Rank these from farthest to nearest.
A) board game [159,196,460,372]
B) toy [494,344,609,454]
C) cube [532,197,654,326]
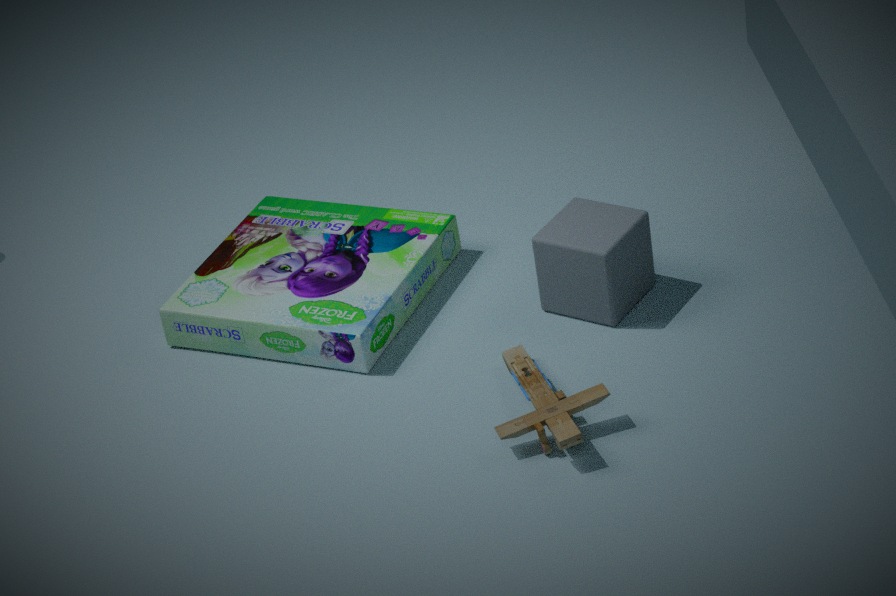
board game [159,196,460,372], cube [532,197,654,326], toy [494,344,609,454]
